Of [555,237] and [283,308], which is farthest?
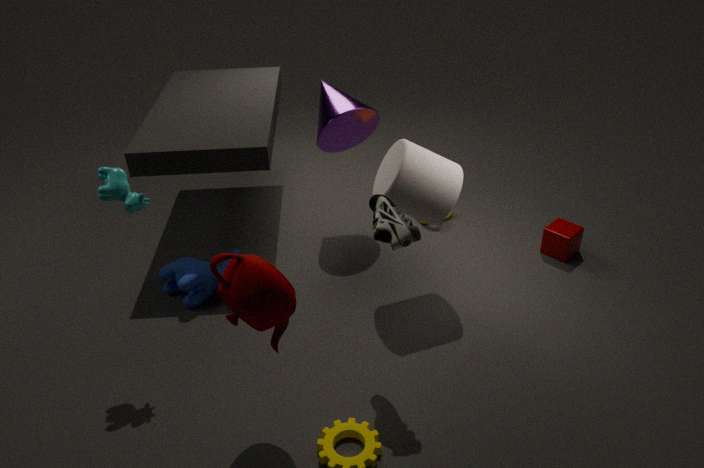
[555,237]
